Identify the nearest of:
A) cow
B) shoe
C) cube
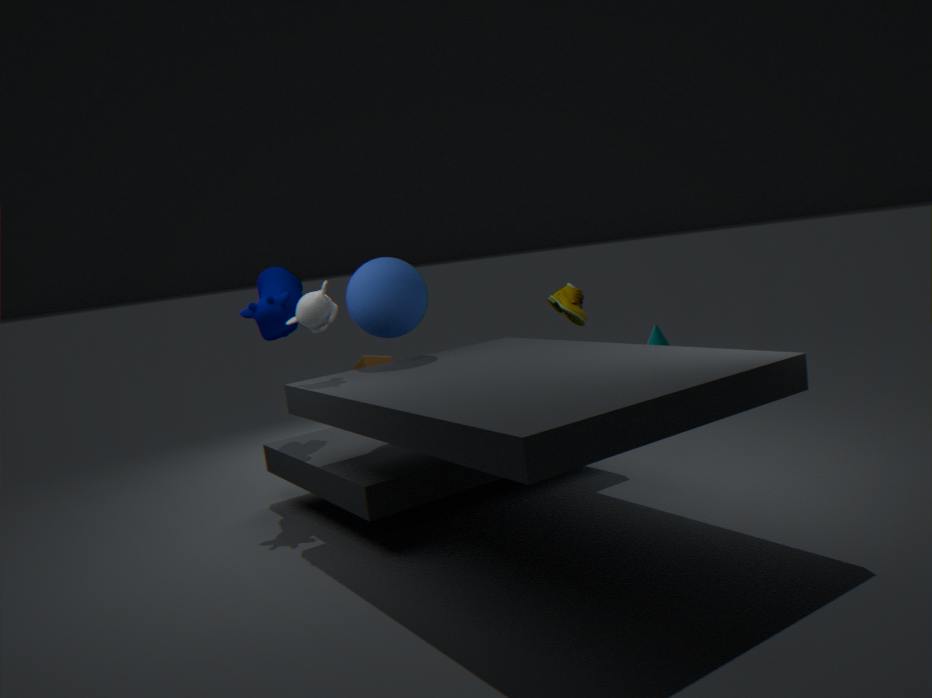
A. cow
